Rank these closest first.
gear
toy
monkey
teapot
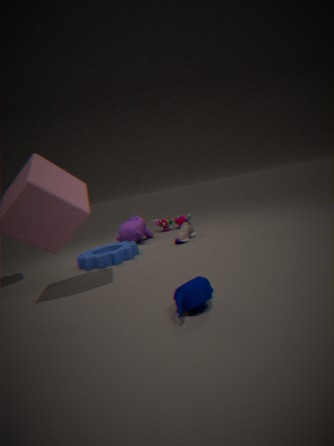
teapot → gear → monkey → toy
